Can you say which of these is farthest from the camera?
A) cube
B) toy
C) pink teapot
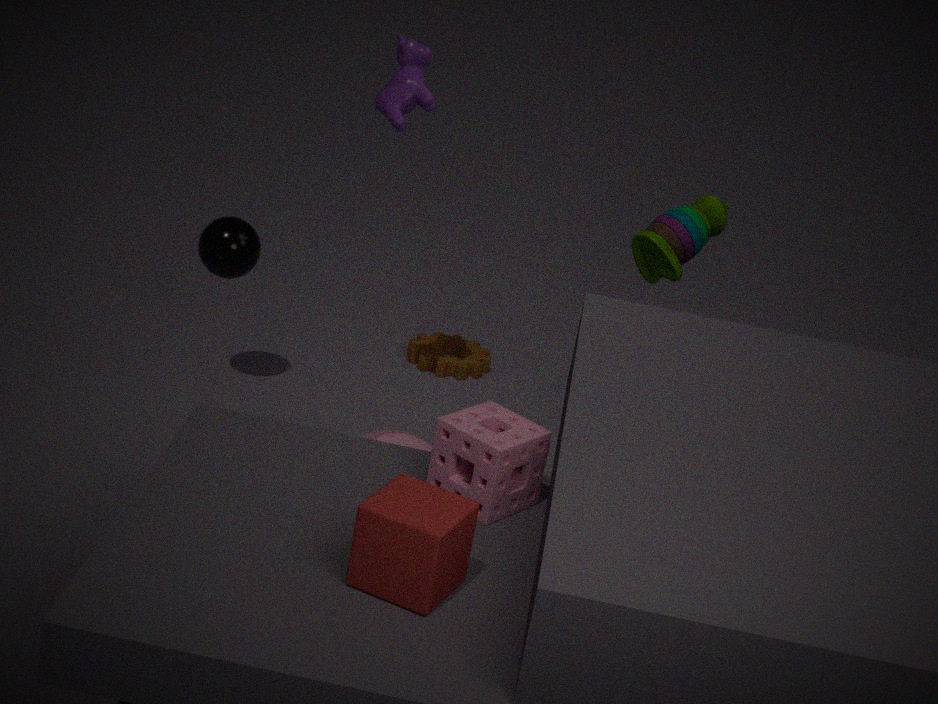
toy
